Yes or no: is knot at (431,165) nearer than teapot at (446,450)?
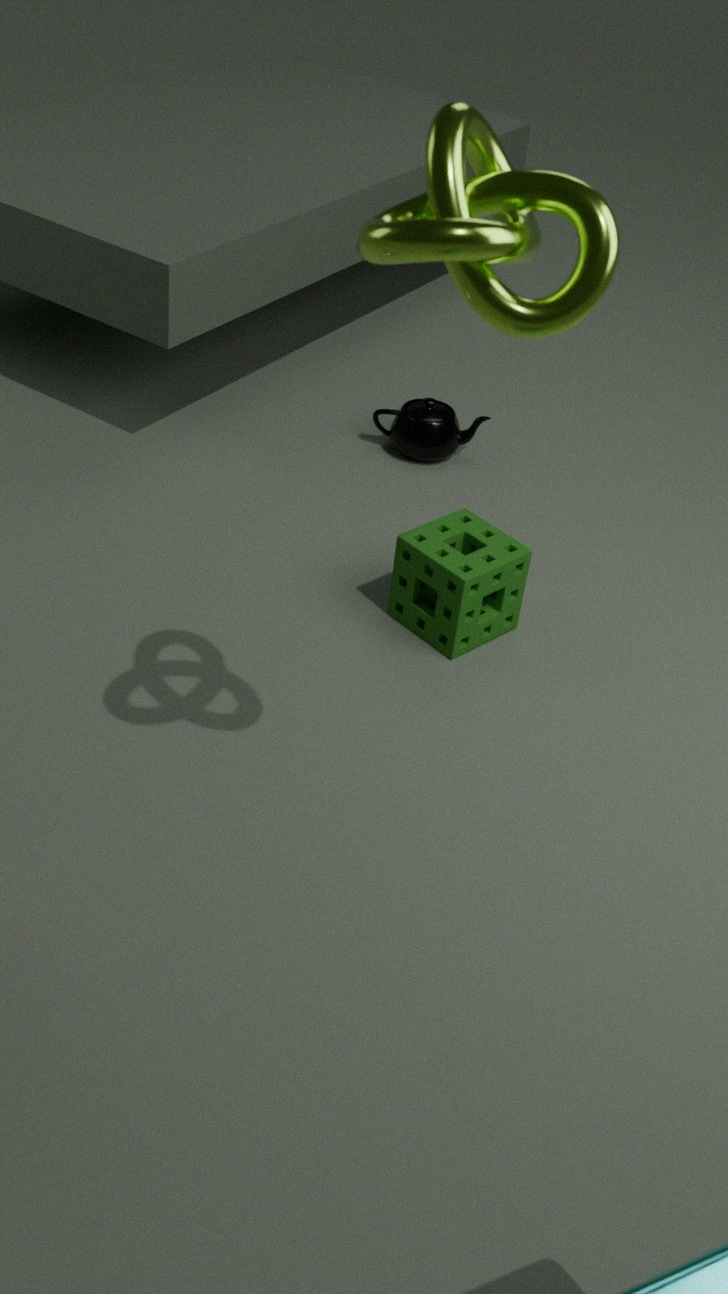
Yes
